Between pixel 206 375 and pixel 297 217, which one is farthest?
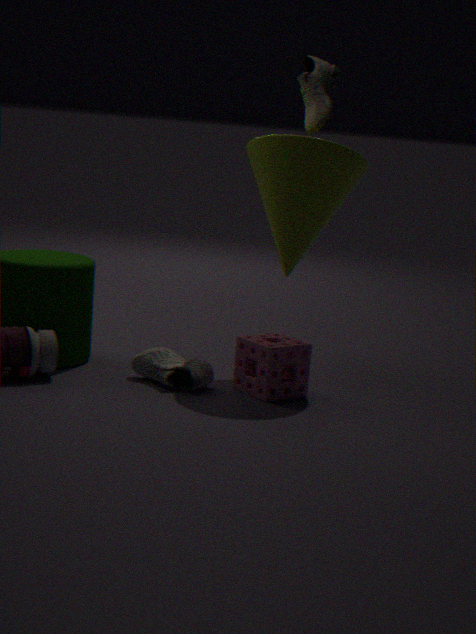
pixel 297 217
